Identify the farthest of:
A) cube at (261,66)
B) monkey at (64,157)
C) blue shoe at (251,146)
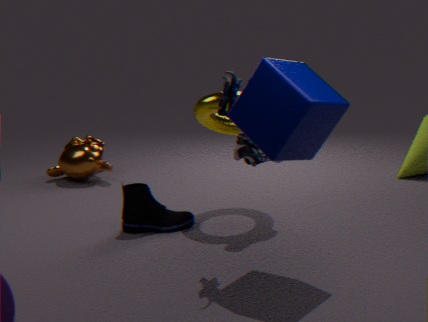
monkey at (64,157)
